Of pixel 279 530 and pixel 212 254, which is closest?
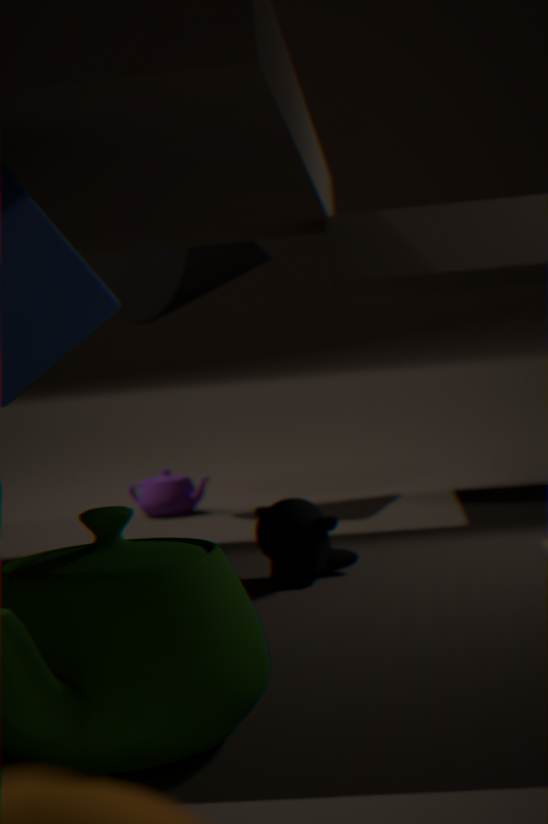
pixel 279 530
